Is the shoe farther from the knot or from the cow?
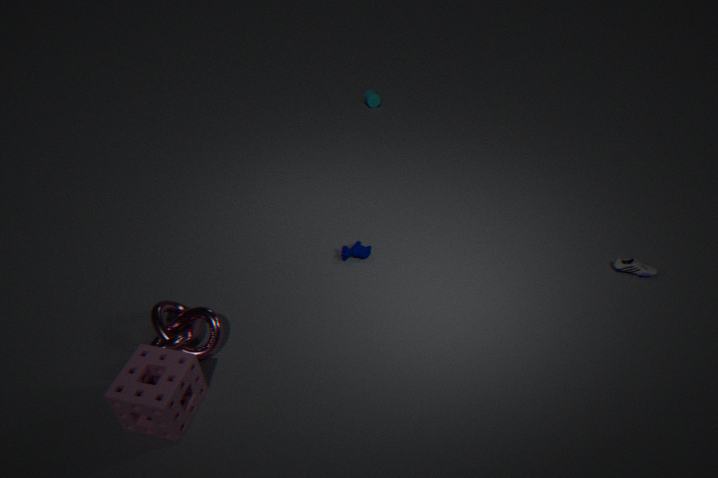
the knot
